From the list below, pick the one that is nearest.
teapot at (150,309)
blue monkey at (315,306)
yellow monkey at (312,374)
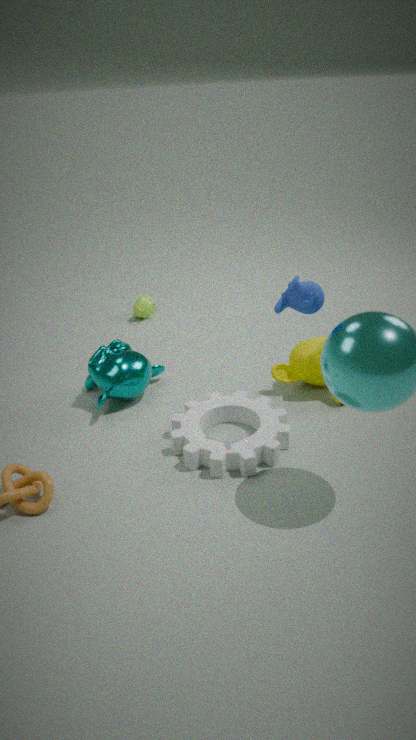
blue monkey at (315,306)
